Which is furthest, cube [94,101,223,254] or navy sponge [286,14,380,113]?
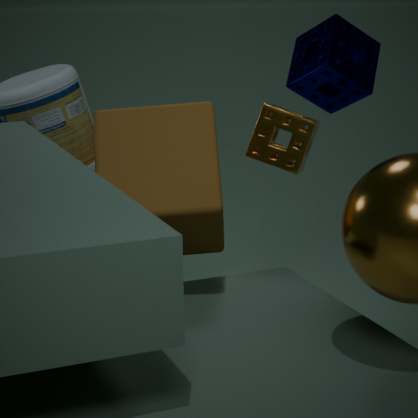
cube [94,101,223,254]
